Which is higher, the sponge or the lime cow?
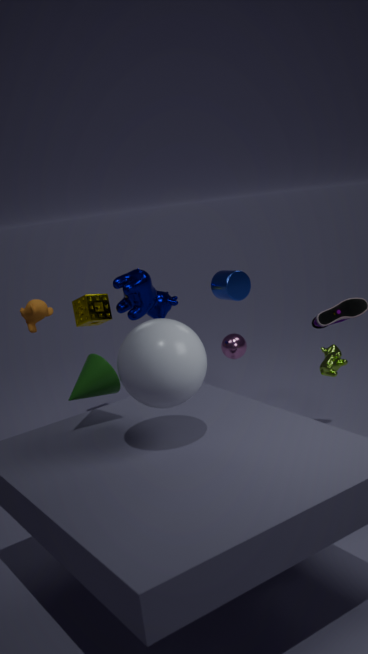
the sponge
